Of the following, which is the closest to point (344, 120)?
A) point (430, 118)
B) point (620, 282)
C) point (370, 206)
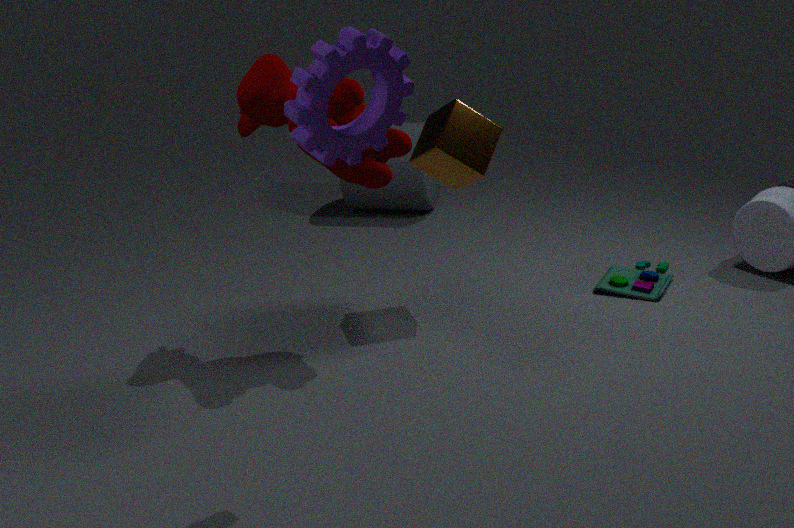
point (430, 118)
